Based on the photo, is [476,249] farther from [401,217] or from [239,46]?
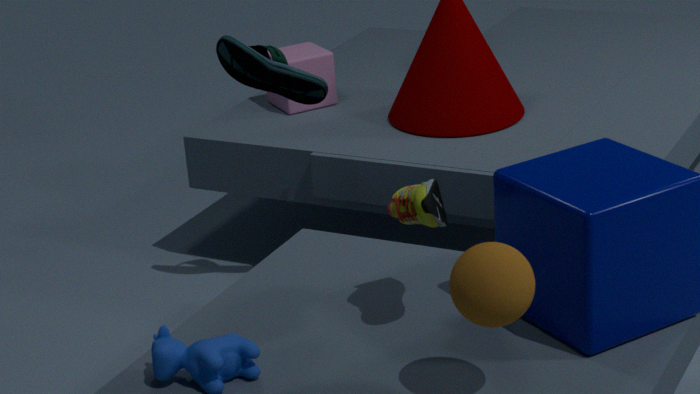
[239,46]
